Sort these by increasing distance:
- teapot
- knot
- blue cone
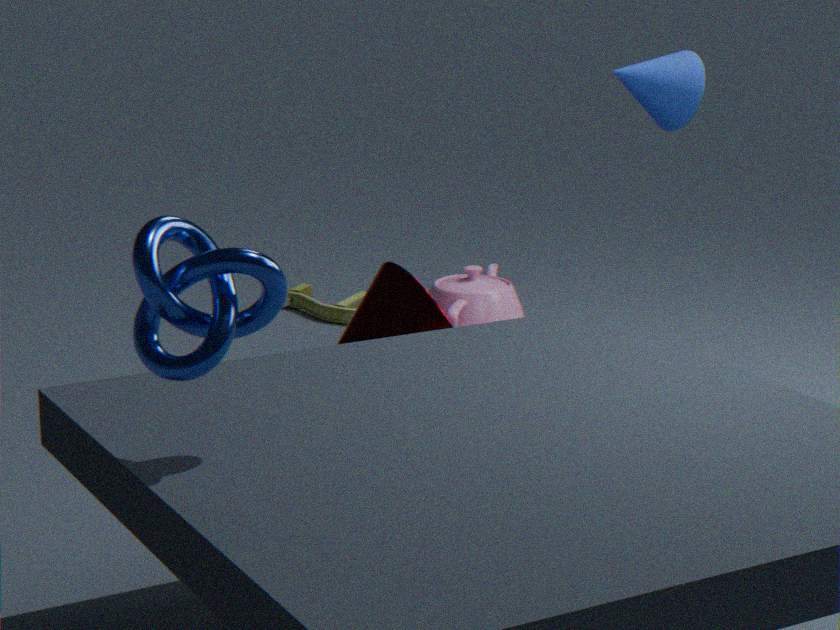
knot
blue cone
teapot
